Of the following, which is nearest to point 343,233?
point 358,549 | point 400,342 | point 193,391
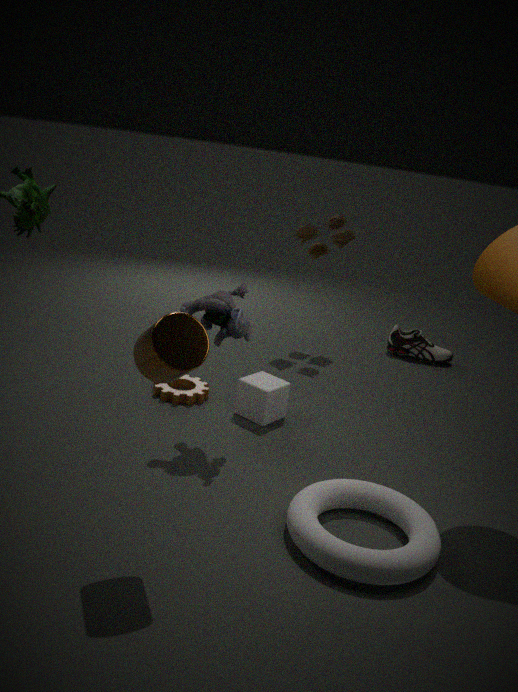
point 400,342
